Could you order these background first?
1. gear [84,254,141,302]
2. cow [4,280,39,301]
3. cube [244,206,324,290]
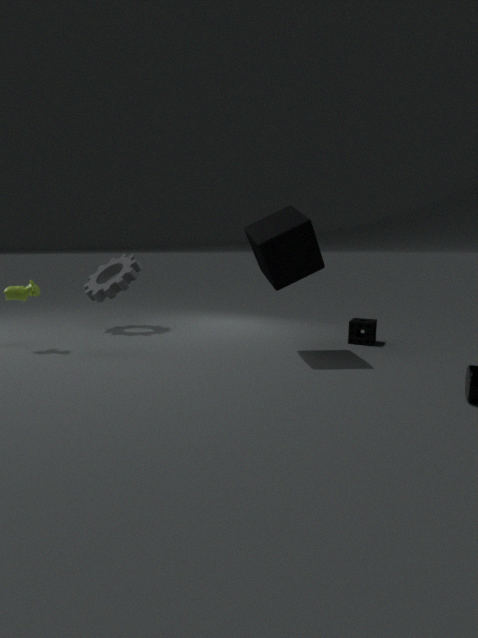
gear [84,254,141,302] → cow [4,280,39,301] → cube [244,206,324,290]
